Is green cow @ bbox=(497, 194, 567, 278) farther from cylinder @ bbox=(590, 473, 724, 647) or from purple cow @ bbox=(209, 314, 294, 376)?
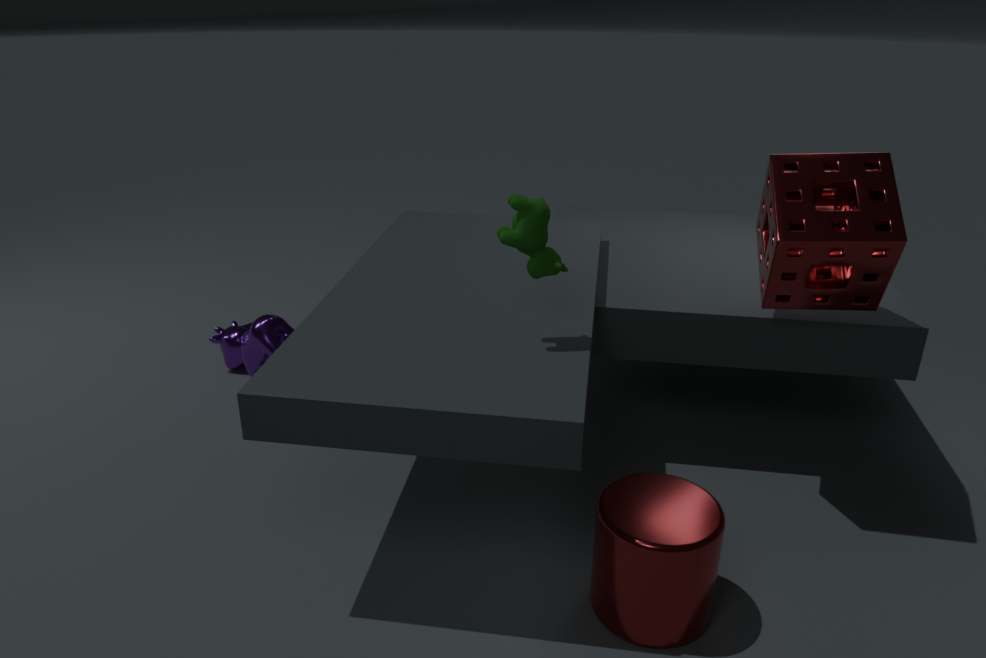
purple cow @ bbox=(209, 314, 294, 376)
